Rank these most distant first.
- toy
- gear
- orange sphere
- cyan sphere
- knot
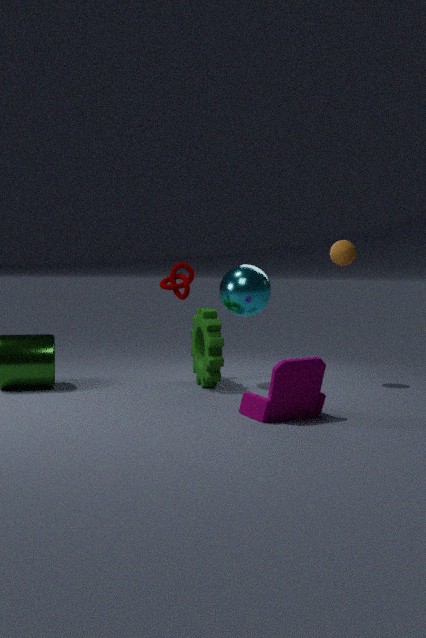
1. knot
2. orange sphere
3. cyan sphere
4. gear
5. toy
